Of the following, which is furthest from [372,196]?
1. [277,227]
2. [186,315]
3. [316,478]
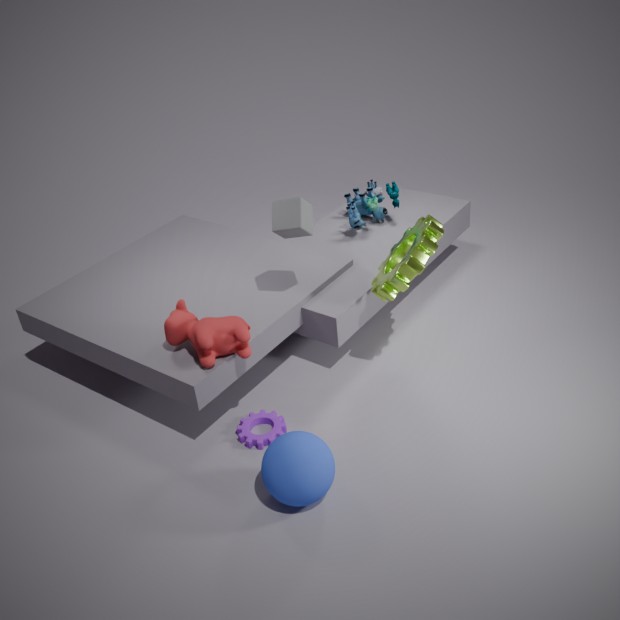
[316,478]
